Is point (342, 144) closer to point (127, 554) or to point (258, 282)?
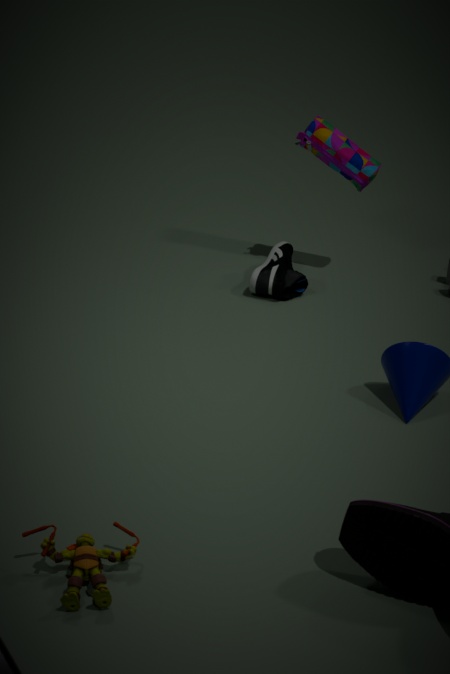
point (258, 282)
